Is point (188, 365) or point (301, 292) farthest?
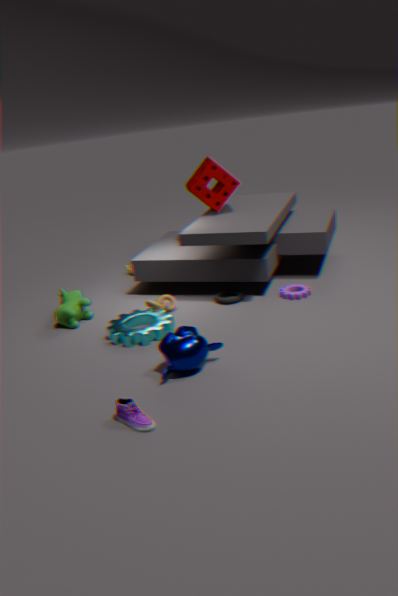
point (301, 292)
